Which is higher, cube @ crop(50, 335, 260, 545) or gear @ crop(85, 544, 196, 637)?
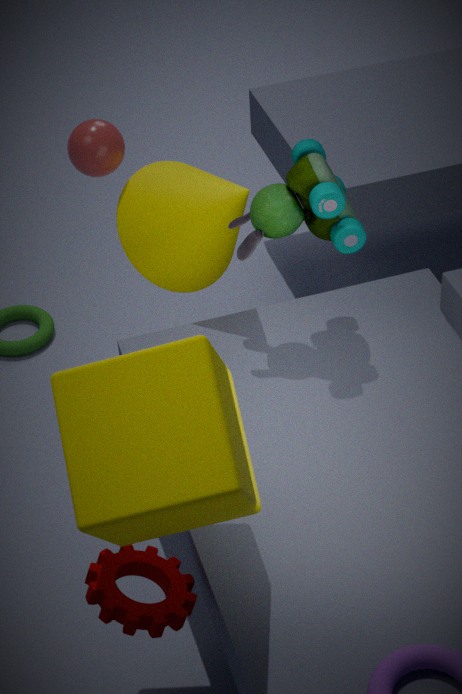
cube @ crop(50, 335, 260, 545)
